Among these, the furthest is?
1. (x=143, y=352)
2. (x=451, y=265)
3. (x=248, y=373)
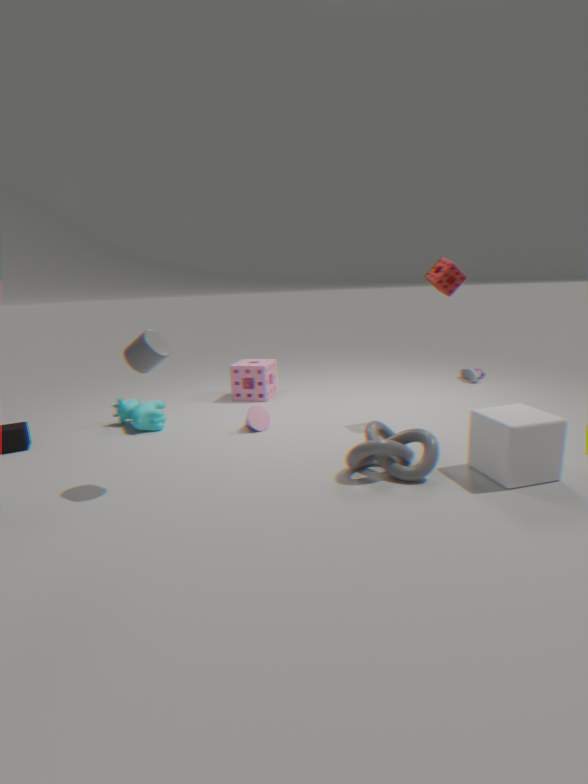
(x=248, y=373)
